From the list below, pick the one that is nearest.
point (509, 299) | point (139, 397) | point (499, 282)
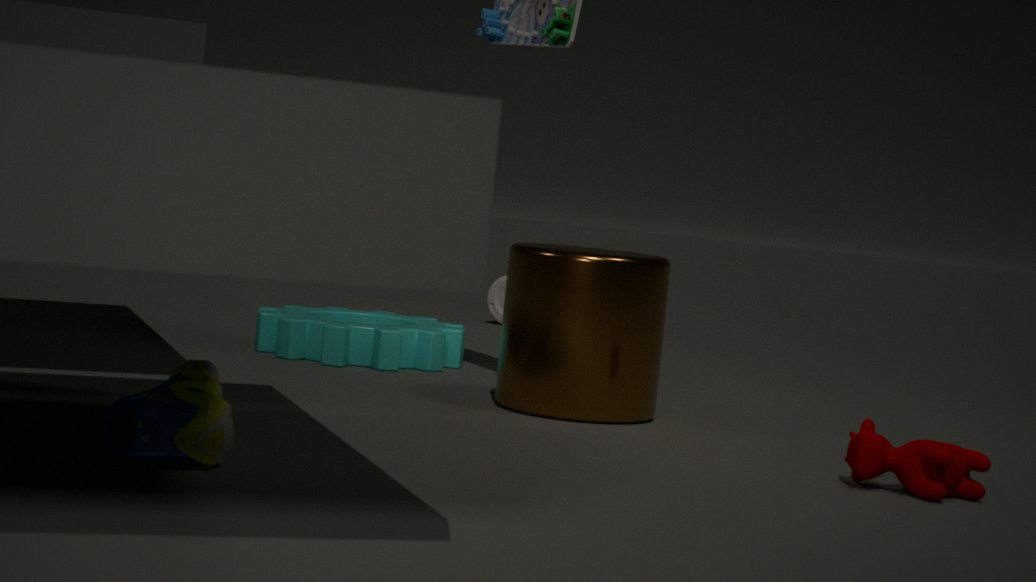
point (139, 397)
